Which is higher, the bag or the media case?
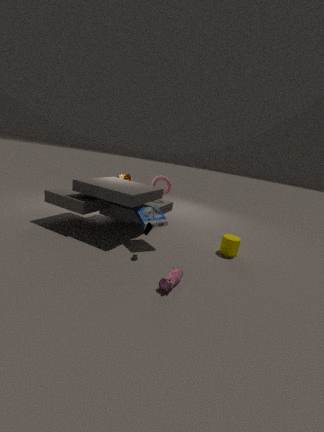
the media case
